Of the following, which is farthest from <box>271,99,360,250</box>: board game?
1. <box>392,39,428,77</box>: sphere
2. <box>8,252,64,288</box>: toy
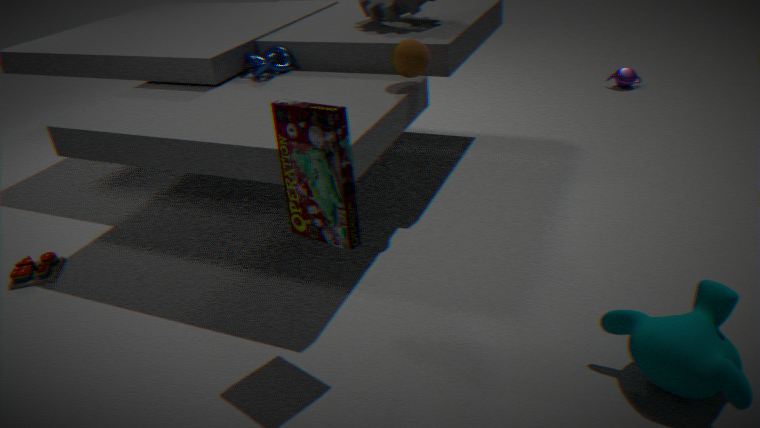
<box>8,252,64,288</box>: toy
